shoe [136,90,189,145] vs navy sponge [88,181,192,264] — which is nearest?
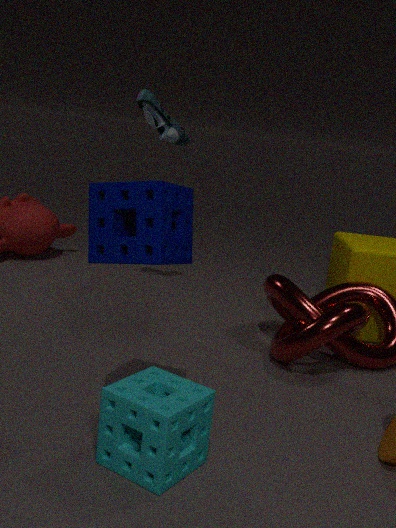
navy sponge [88,181,192,264]
